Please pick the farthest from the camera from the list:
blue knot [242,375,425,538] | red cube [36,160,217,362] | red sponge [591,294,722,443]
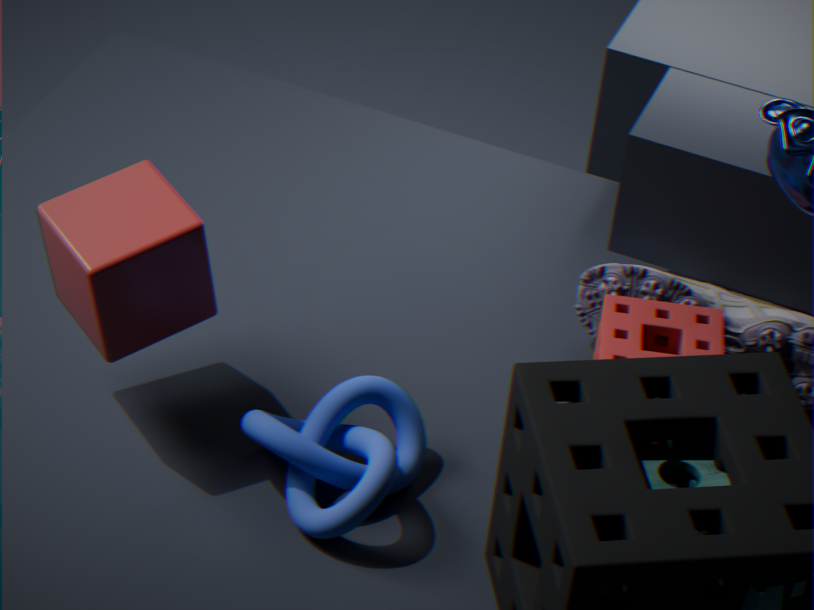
red sponge [591,294,722,443]
